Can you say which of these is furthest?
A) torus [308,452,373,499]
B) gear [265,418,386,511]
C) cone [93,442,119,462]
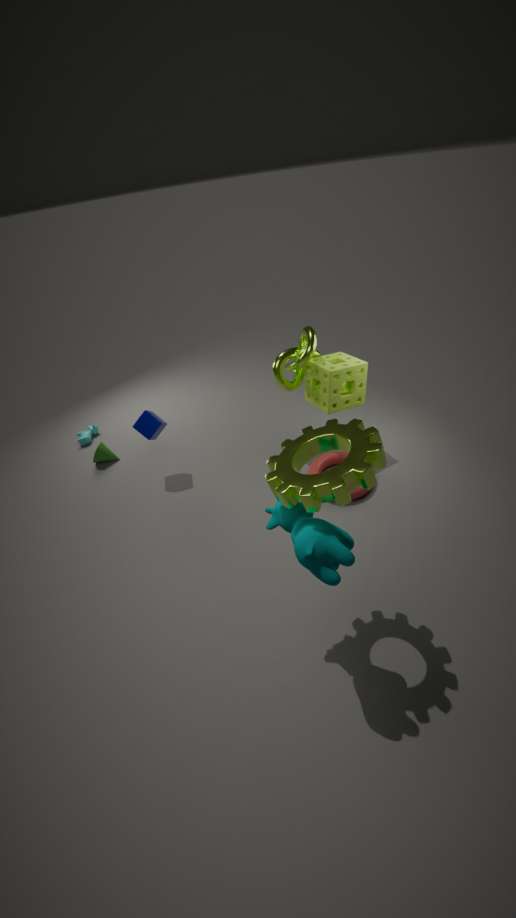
cone [93,442,119,462]
